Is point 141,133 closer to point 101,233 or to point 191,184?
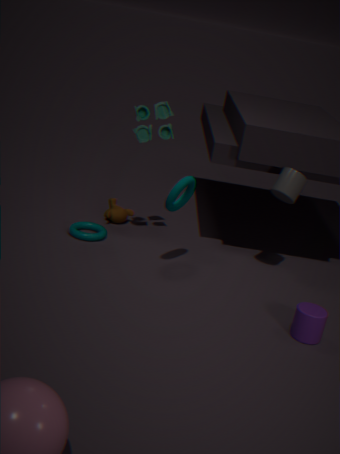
point 191,184
